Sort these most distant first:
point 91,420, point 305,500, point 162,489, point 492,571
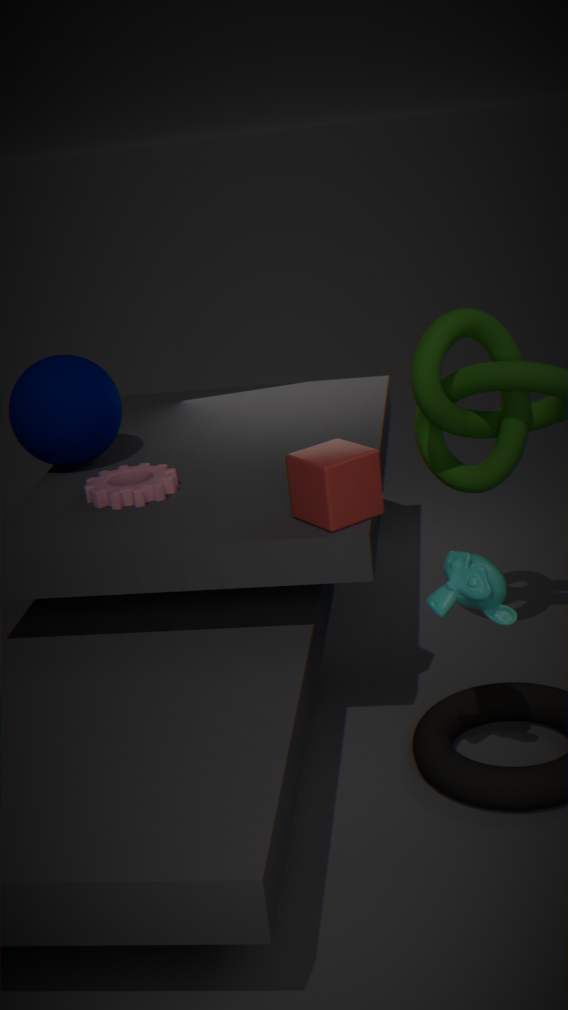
point 91,420, point 162,489, point 305,500, point 492,571
